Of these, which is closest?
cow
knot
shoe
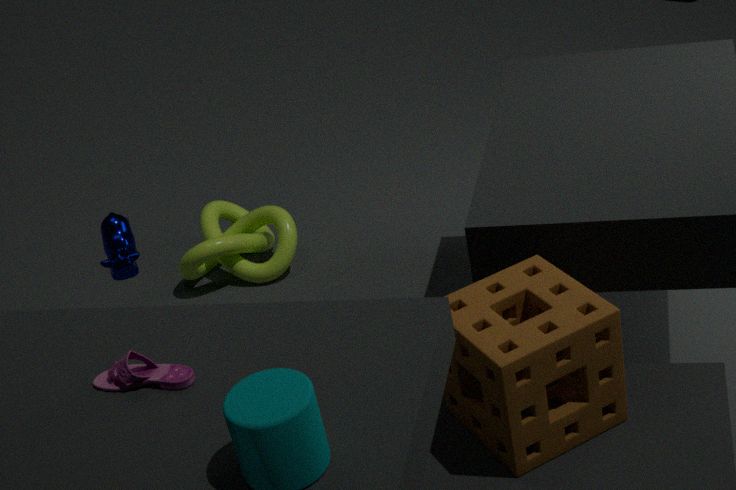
shoe
